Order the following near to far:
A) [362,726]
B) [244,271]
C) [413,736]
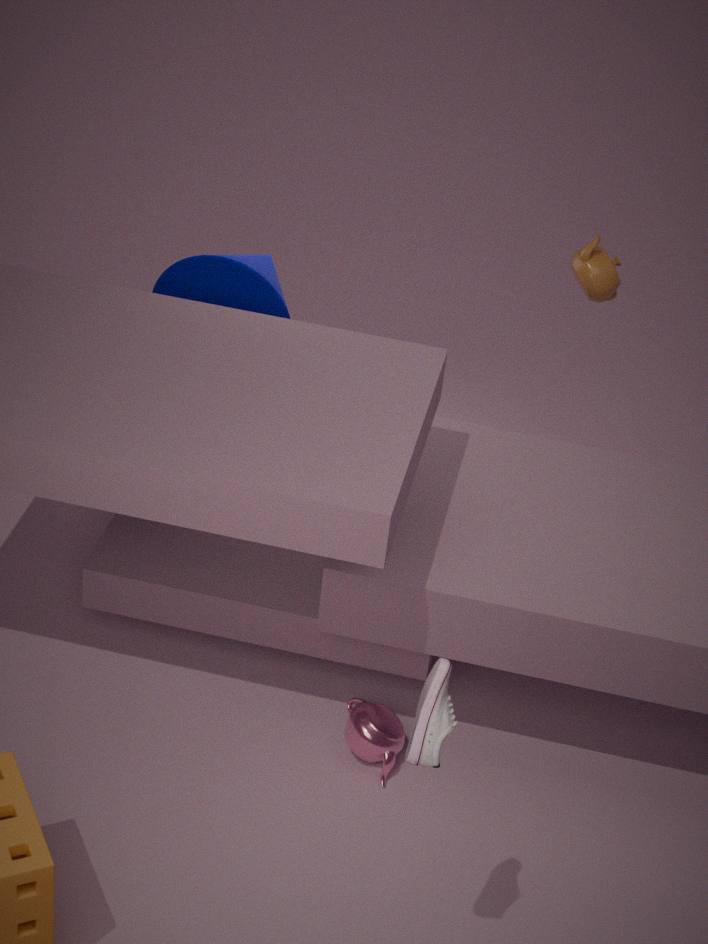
[413,736] < [362,726] < [244,271]
